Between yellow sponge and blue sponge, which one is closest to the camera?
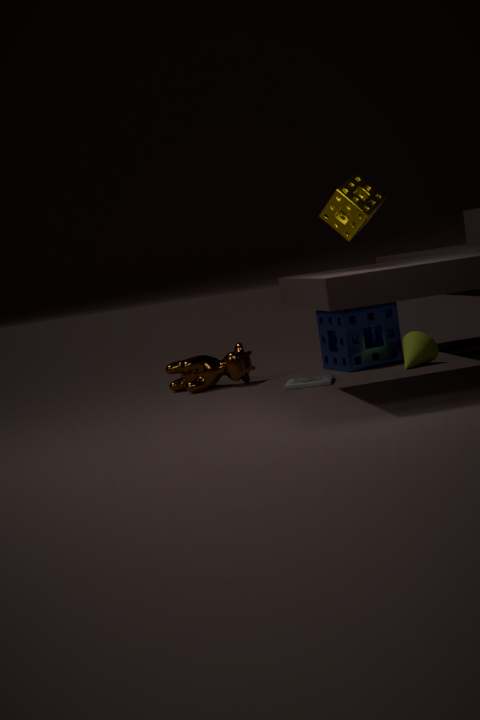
yellow sponge
